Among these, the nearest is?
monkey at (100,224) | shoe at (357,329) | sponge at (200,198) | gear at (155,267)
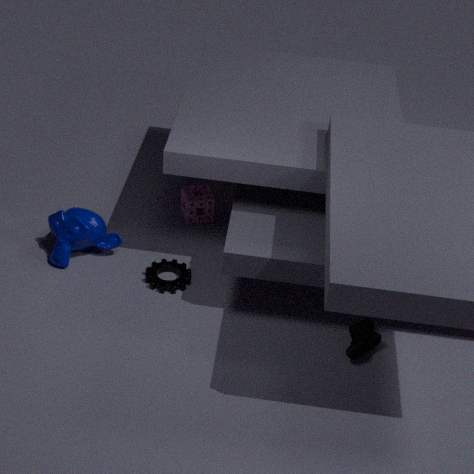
shoe at (357,329)
